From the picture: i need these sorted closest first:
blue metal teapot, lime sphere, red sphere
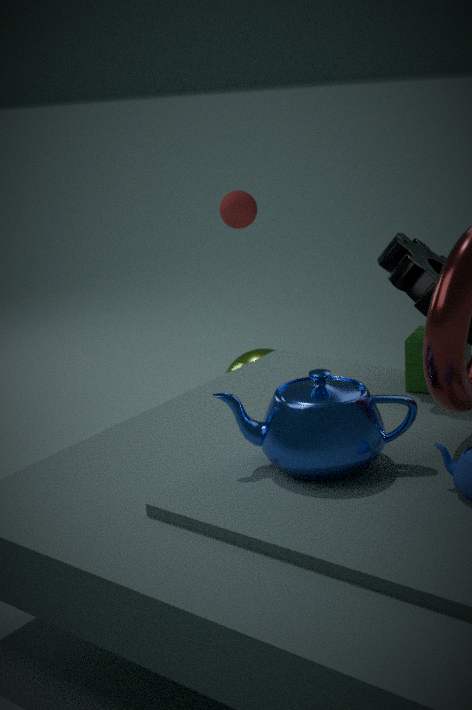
blue metal teapot
lime sphere
red sphere
